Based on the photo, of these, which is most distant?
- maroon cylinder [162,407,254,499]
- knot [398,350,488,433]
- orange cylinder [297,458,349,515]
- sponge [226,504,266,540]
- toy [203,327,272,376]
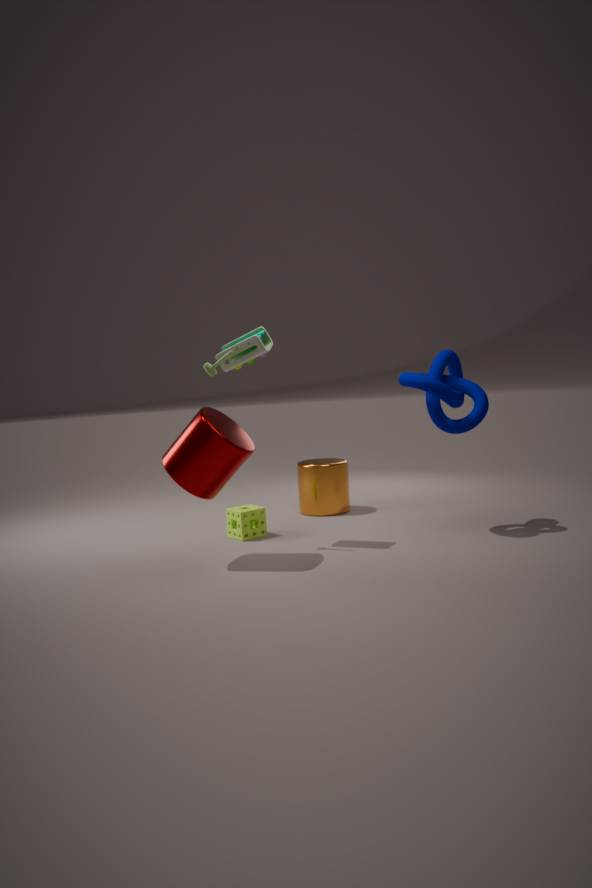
orange cylinder [297,458,349,515]
